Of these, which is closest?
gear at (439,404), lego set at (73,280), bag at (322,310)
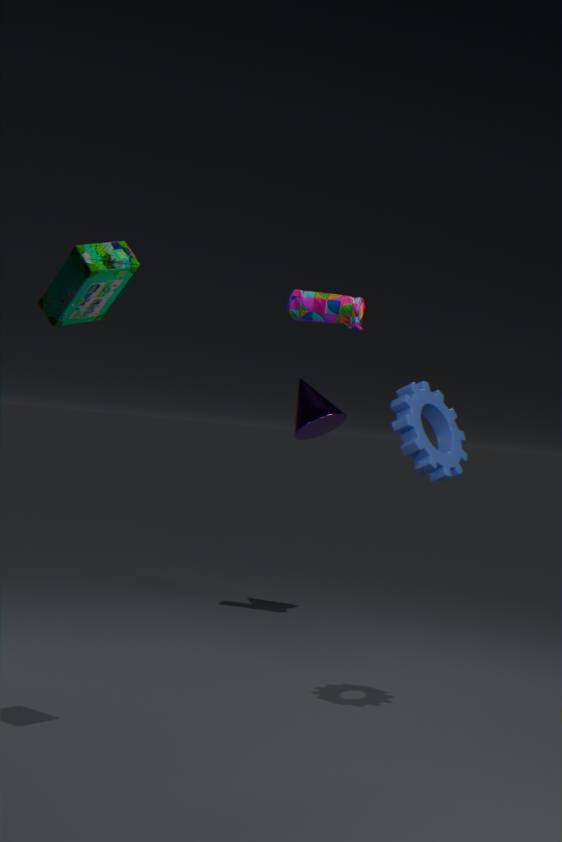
lego set at (73,280)
